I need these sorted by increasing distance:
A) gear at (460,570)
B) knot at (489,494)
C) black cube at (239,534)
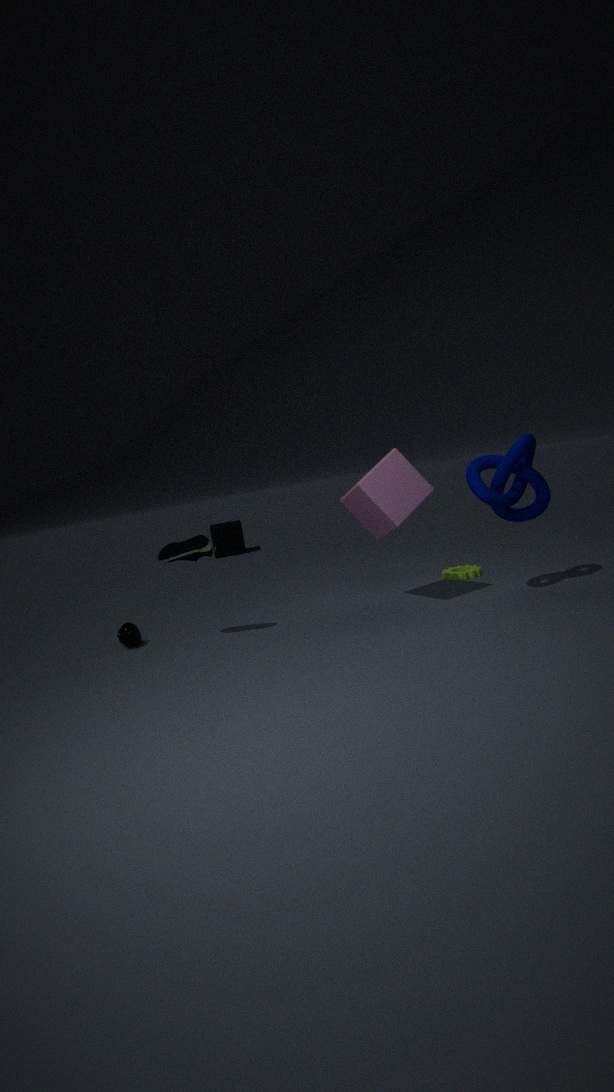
1. knot at (489,494)
2. gear at (460,570)
3. black cube at (239,534)
